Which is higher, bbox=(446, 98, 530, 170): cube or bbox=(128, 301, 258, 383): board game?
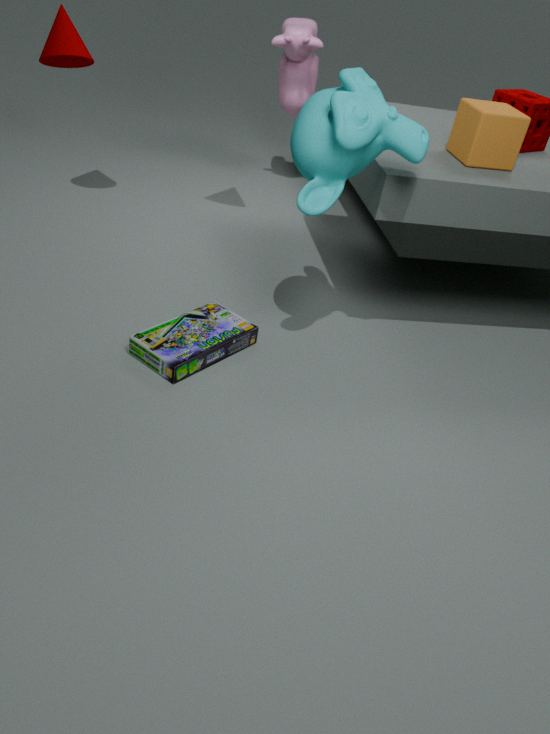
bbox=(446, 98, 530, 170): cube
